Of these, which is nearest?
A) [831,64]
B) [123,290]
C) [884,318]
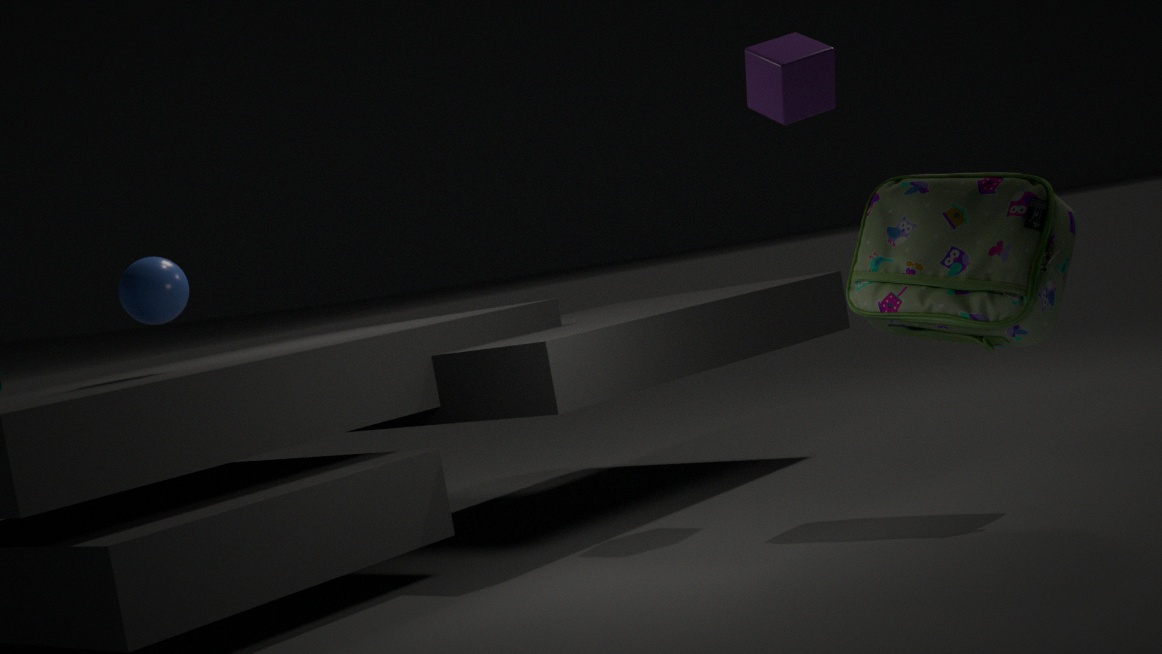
[884,318]
